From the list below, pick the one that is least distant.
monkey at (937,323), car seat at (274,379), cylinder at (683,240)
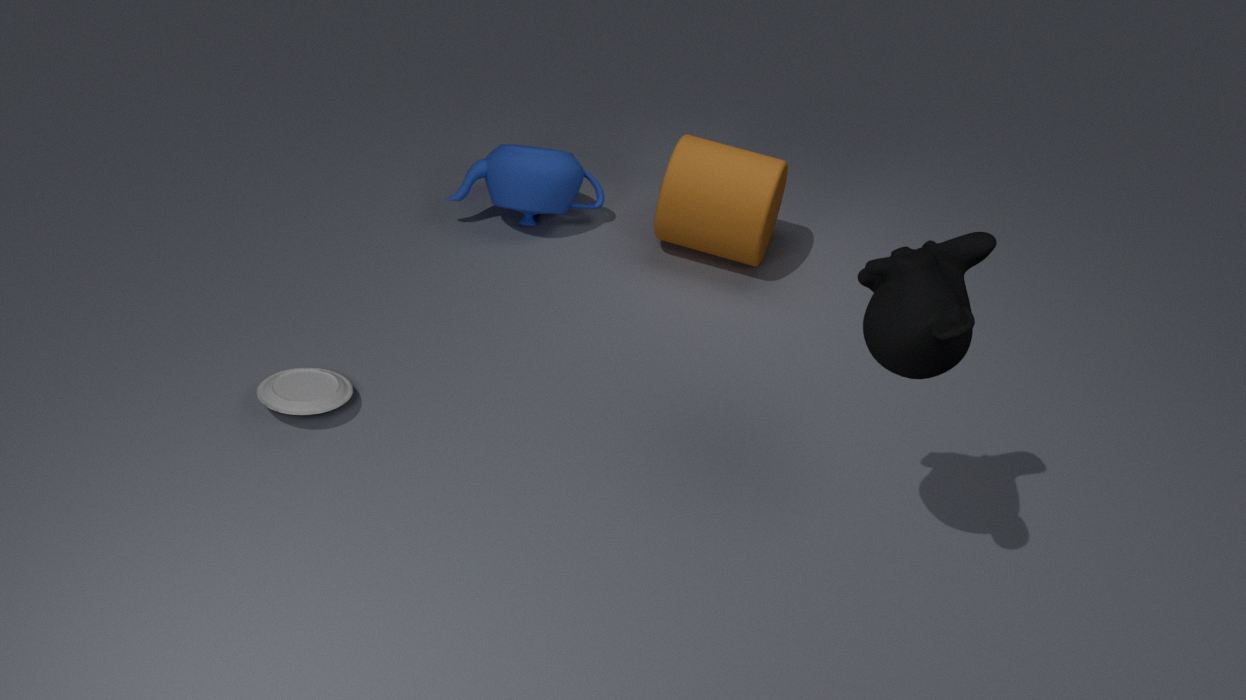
monkey at (937,323)
